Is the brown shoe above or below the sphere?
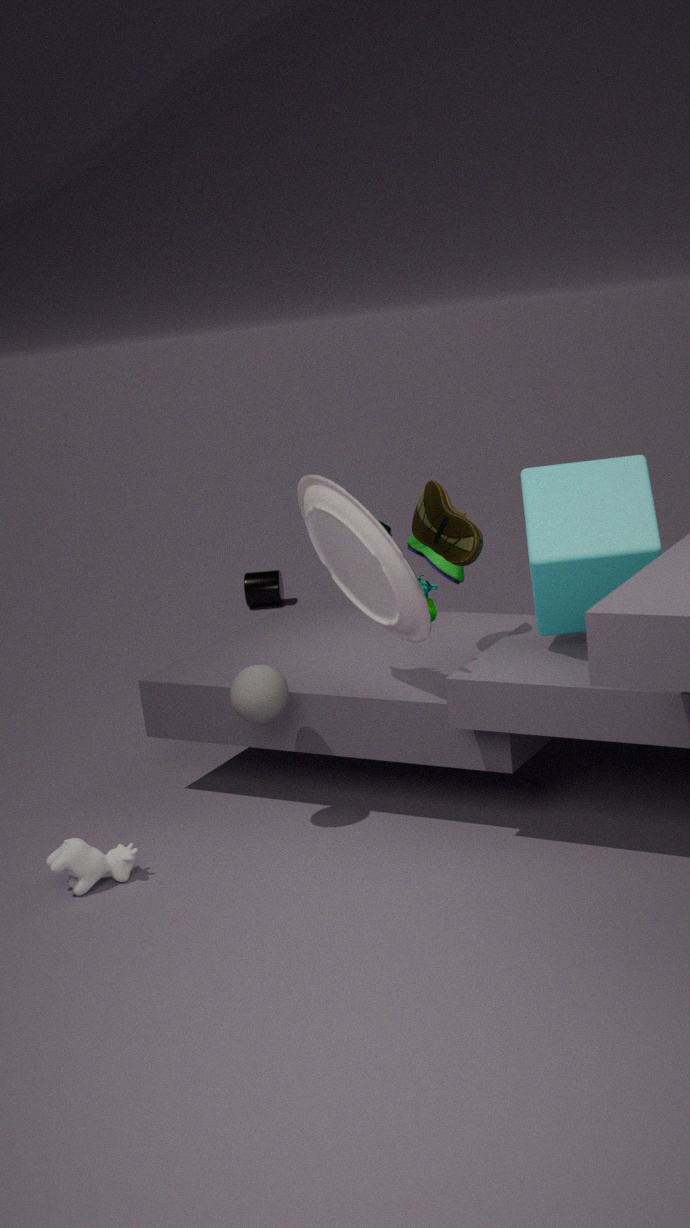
above
